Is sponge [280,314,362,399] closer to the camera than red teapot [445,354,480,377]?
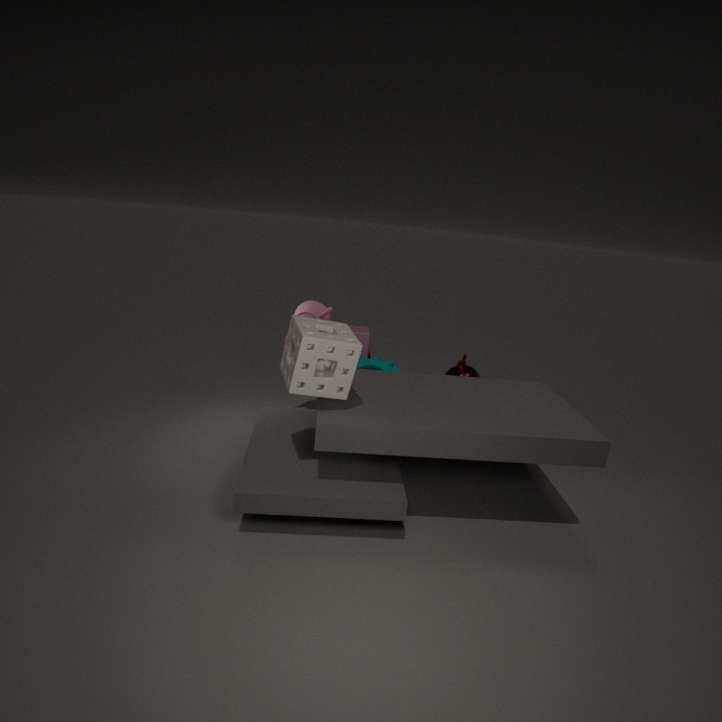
Yes
